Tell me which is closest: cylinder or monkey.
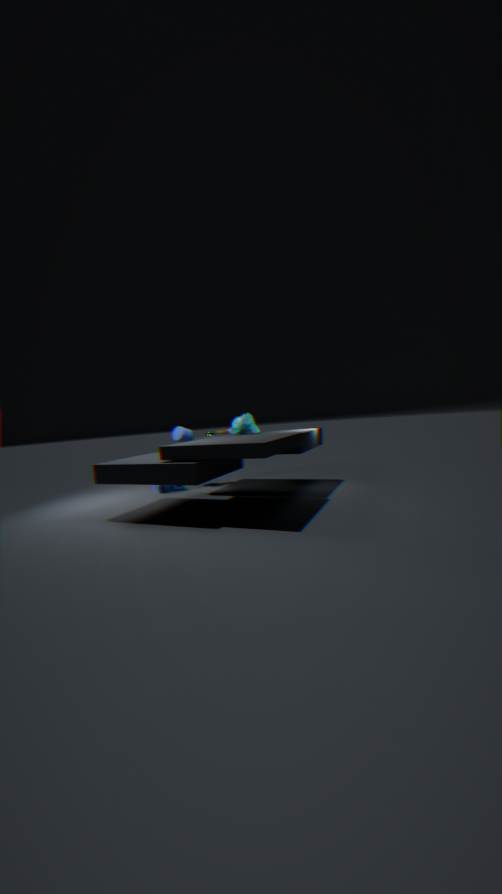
cylinder
